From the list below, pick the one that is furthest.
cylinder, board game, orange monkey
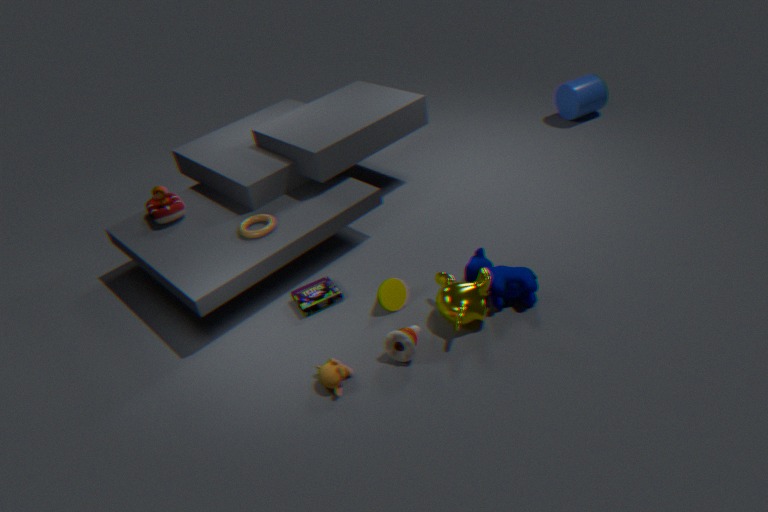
cylinder
